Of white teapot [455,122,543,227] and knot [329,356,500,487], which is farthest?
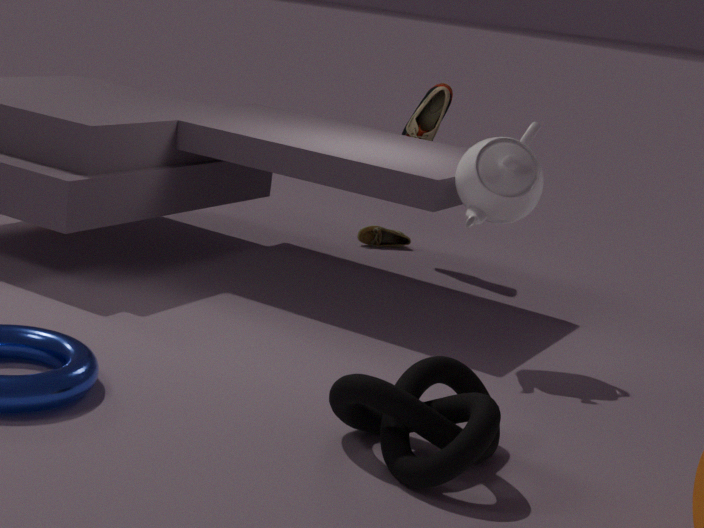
white teapot [455,122,543,227]
